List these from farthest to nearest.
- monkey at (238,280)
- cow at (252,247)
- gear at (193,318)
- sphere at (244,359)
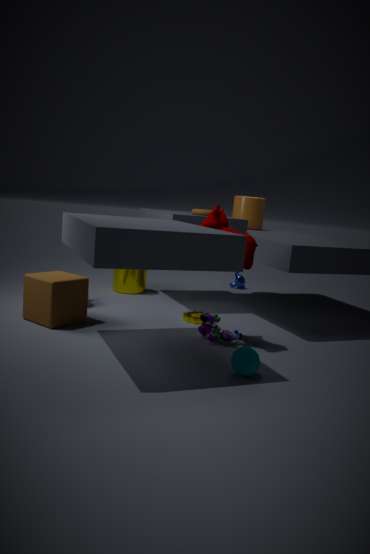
monkey at (238,280), gear at (193,318), cow at (252,247), sphere at (244,359)
